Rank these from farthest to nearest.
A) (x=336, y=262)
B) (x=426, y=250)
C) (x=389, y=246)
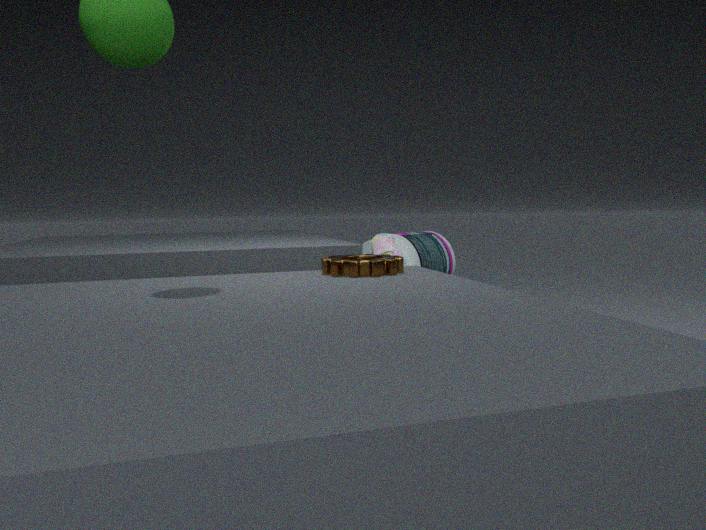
(x=426, y=250) → (x=389, y=246) → (x=336, y=262)
